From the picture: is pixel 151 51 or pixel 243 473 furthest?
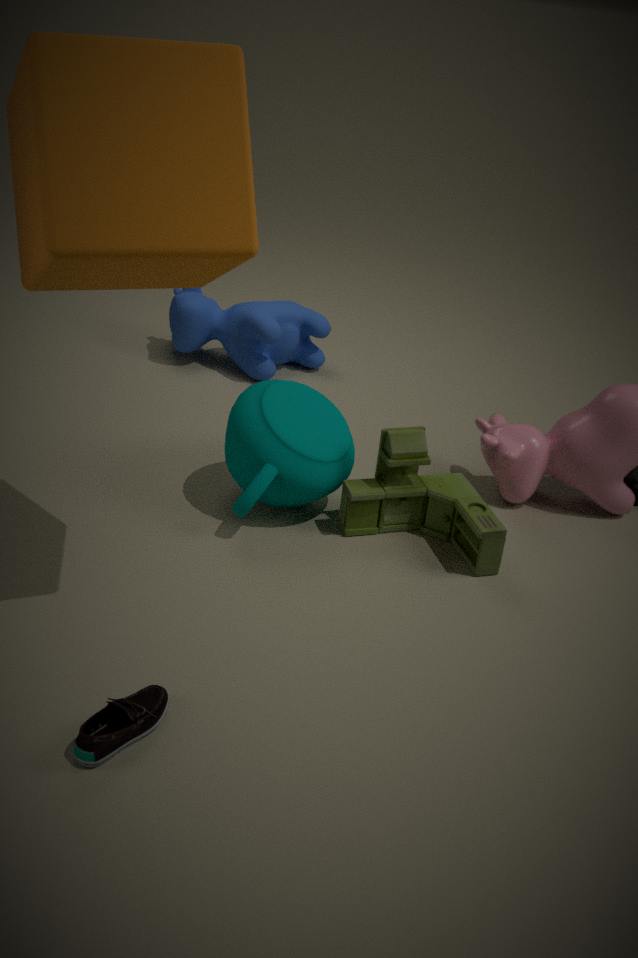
pixel 243 473
